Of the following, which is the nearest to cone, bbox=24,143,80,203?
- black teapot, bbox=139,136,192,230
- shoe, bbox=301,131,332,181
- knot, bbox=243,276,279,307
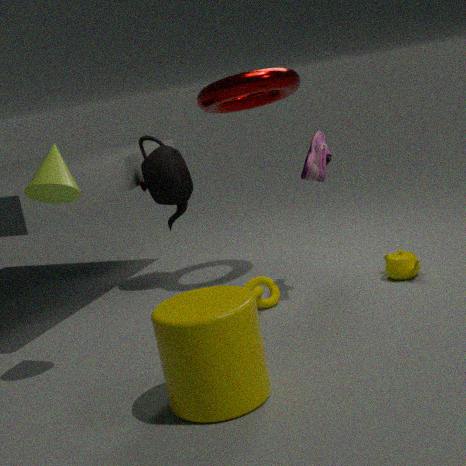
knot, bbox=243,276,279,307
